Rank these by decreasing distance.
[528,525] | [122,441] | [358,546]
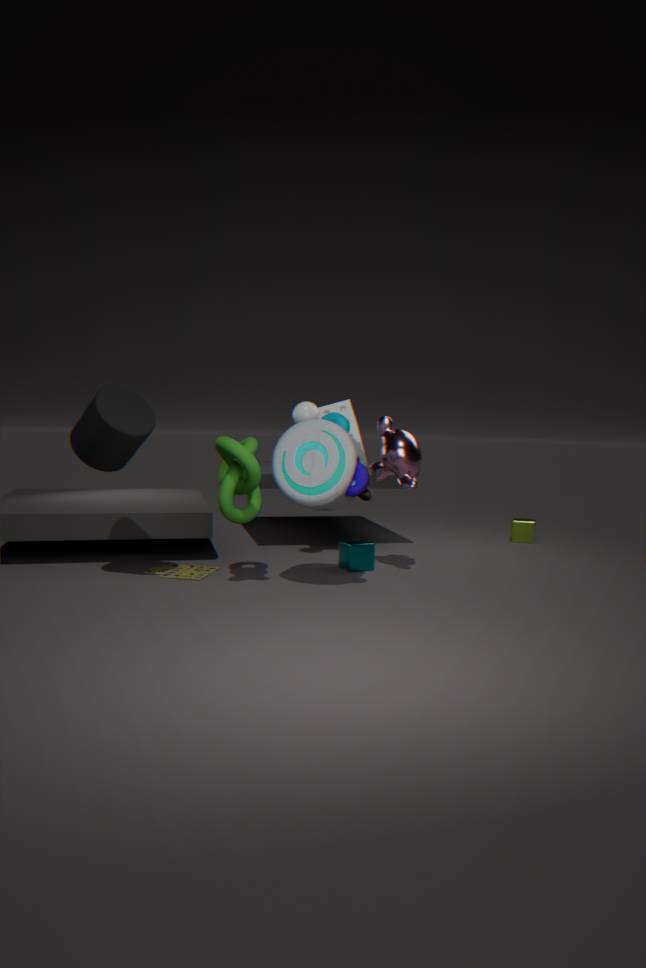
[528,525] → [358,546] → [122,441]
